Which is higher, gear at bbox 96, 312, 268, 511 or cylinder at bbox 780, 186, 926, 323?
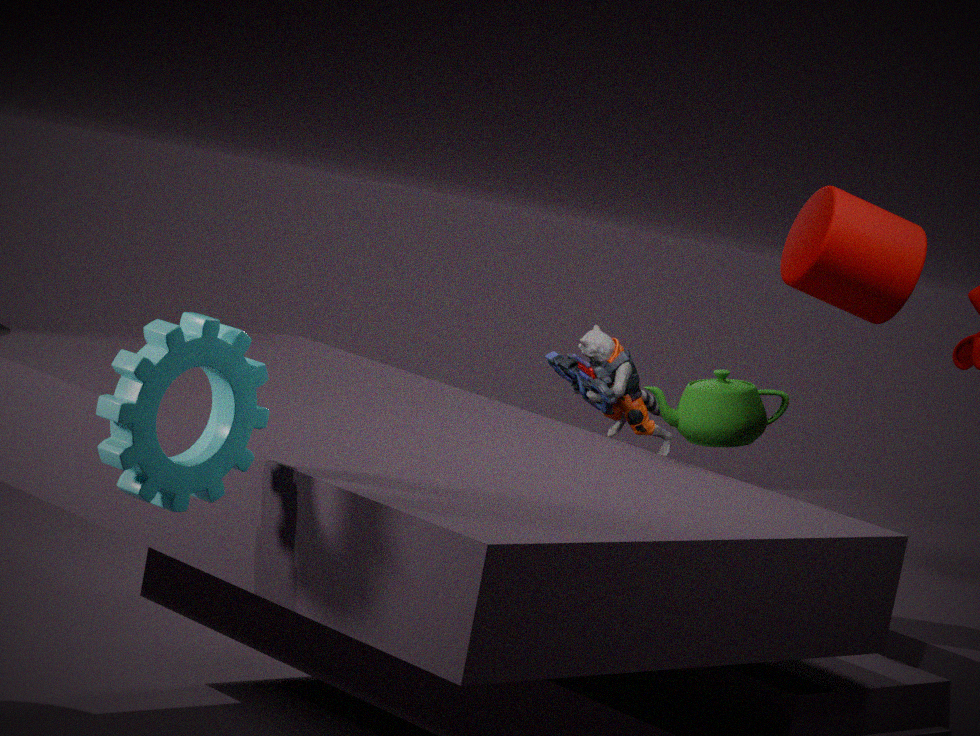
cylinder at bbox 780, 186, 926, 323
